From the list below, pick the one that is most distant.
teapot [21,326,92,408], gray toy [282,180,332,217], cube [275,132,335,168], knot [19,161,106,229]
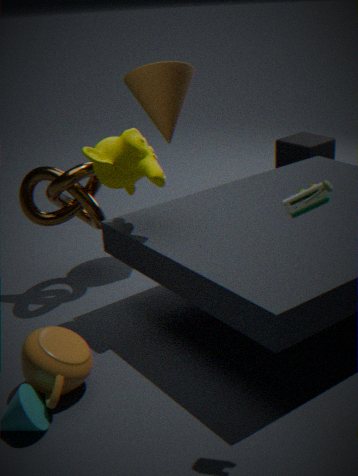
cube [275,132,335,168]
